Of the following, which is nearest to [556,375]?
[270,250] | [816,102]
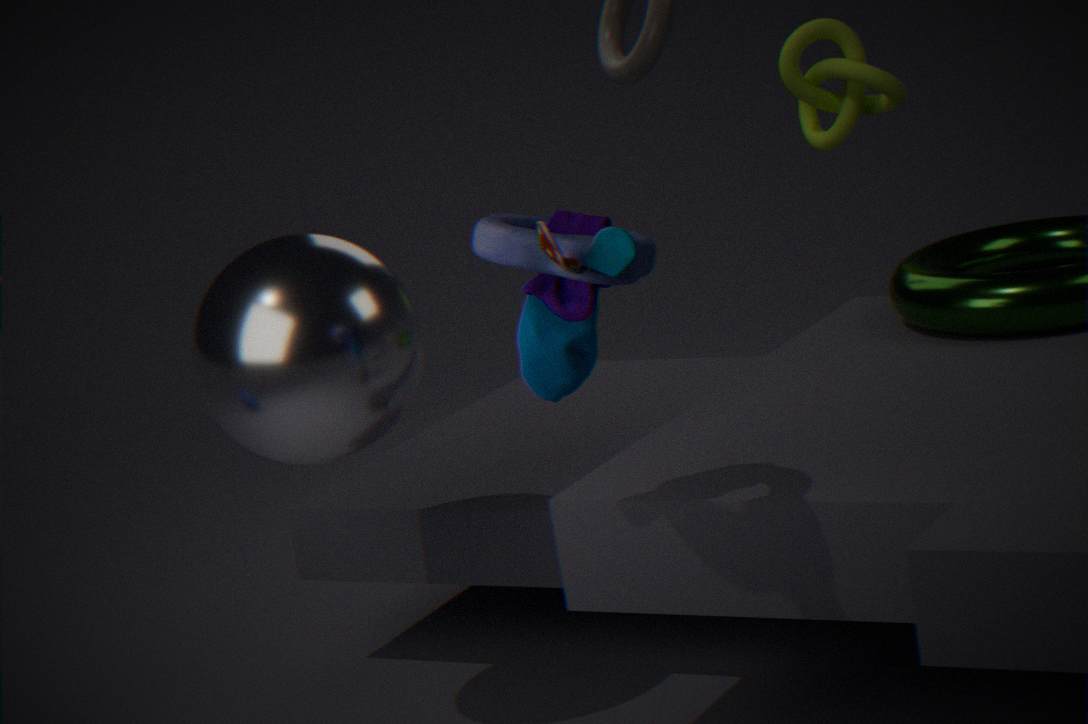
[270,250]
